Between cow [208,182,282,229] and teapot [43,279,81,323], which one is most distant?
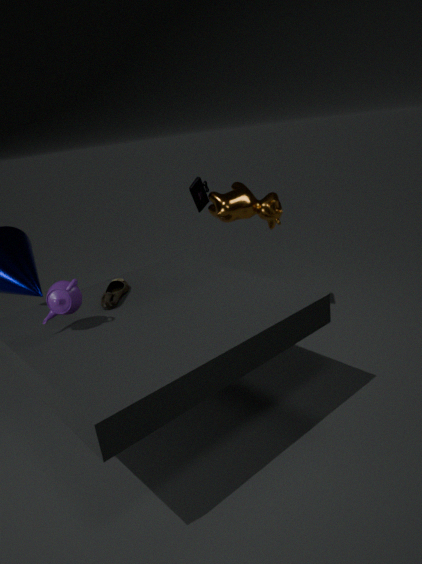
cow [208,182,282,229]
